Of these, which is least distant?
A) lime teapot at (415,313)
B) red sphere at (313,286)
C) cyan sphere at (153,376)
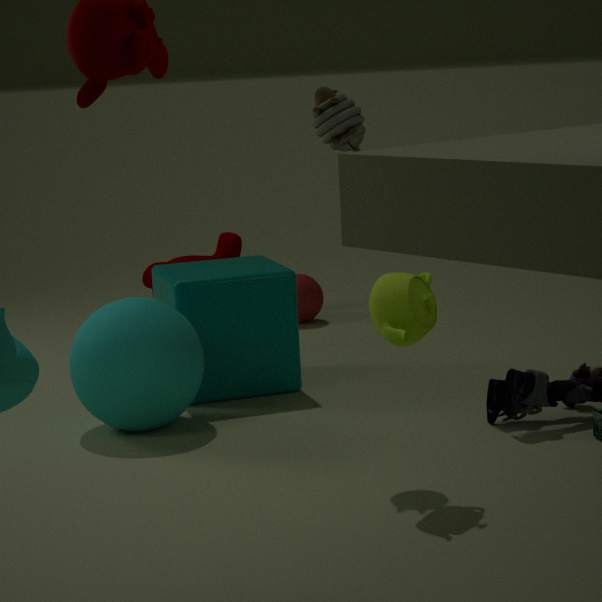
lime teapot at (415,313)
